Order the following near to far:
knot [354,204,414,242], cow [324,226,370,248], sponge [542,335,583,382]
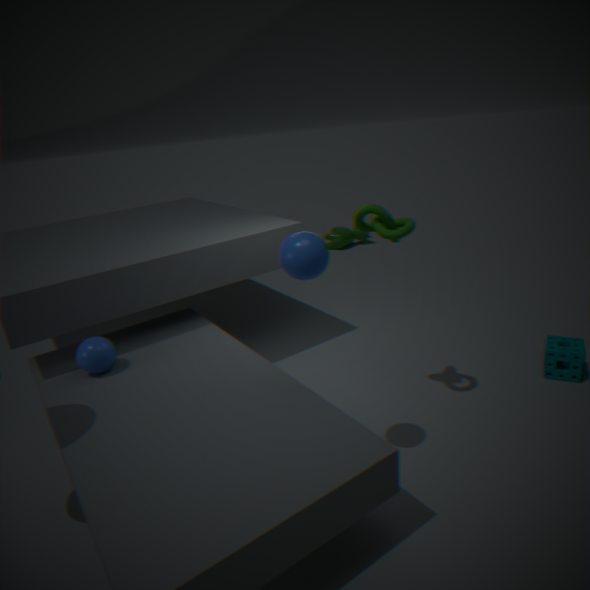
knot [354,204,414,242] < sponge [542,335,583,382] < cow [324,226,370,248]
